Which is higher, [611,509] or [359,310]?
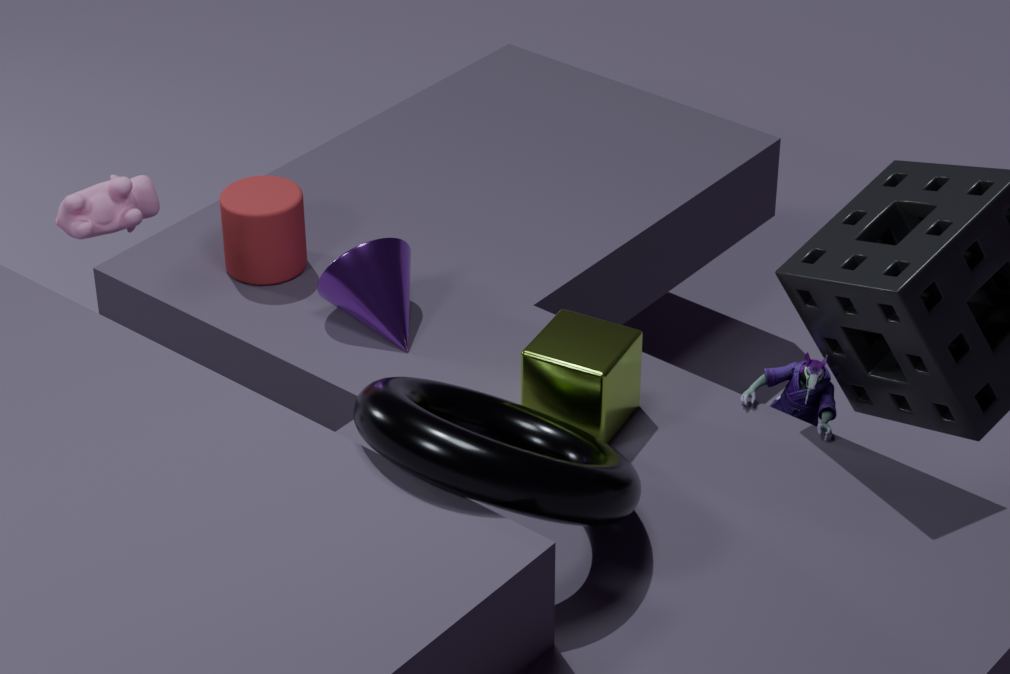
[611,509]
